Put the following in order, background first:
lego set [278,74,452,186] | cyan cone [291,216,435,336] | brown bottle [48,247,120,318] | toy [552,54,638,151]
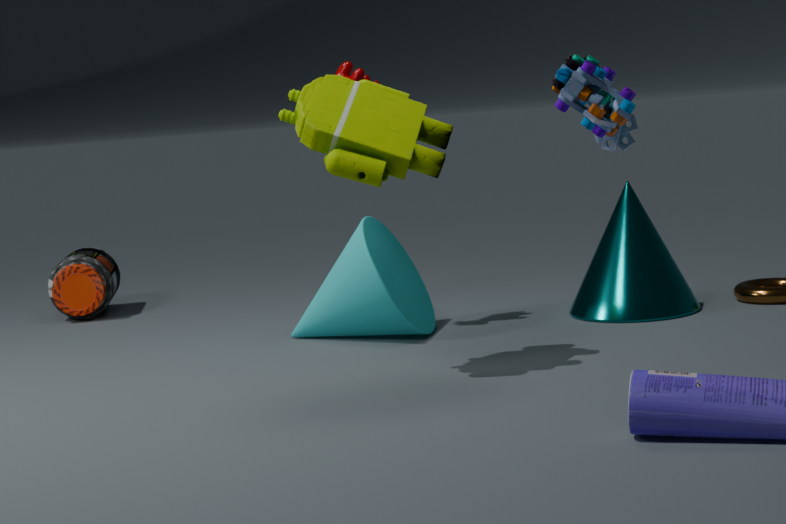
brown bottle [48,247,120,318], cyan cone [291,216,435,336], lego set [278,74,452,186], toy [552,54,638,151]
